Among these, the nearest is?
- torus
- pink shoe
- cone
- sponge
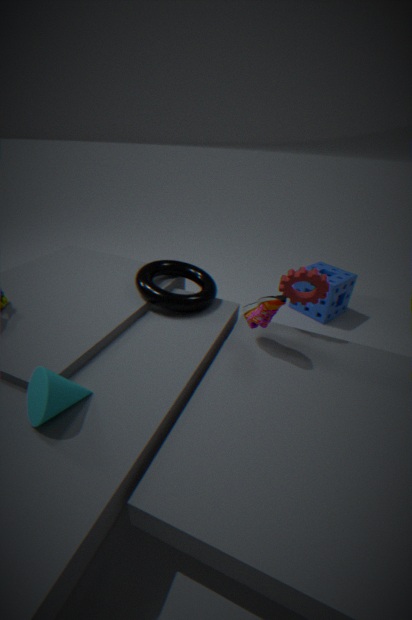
cone
